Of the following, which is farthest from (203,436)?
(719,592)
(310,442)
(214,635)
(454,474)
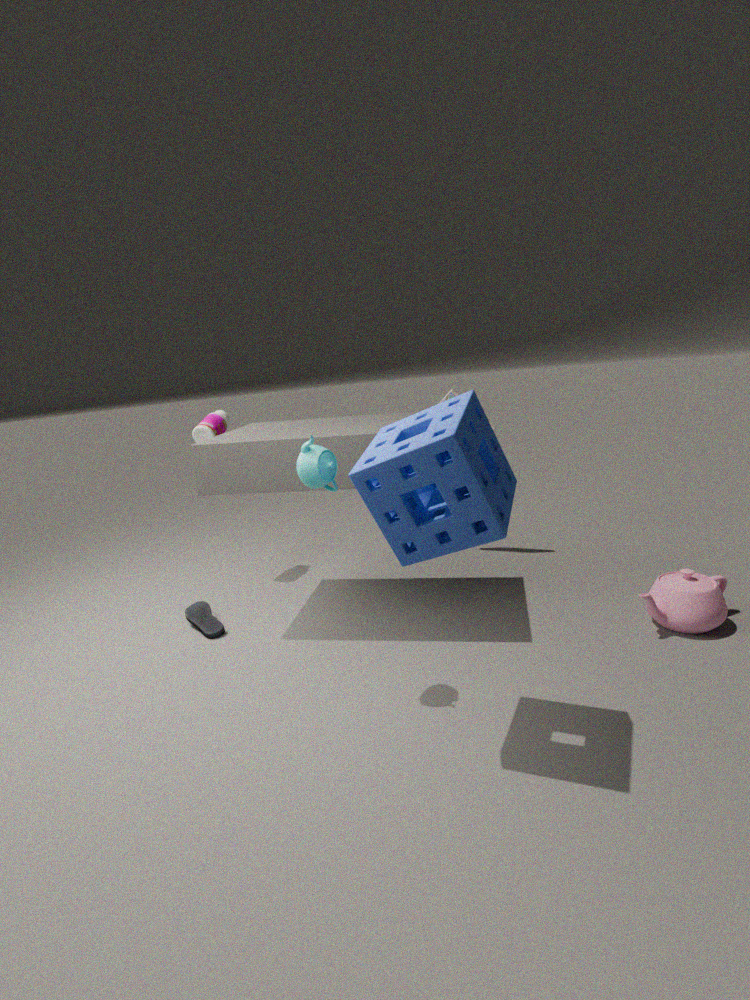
(719,592)
